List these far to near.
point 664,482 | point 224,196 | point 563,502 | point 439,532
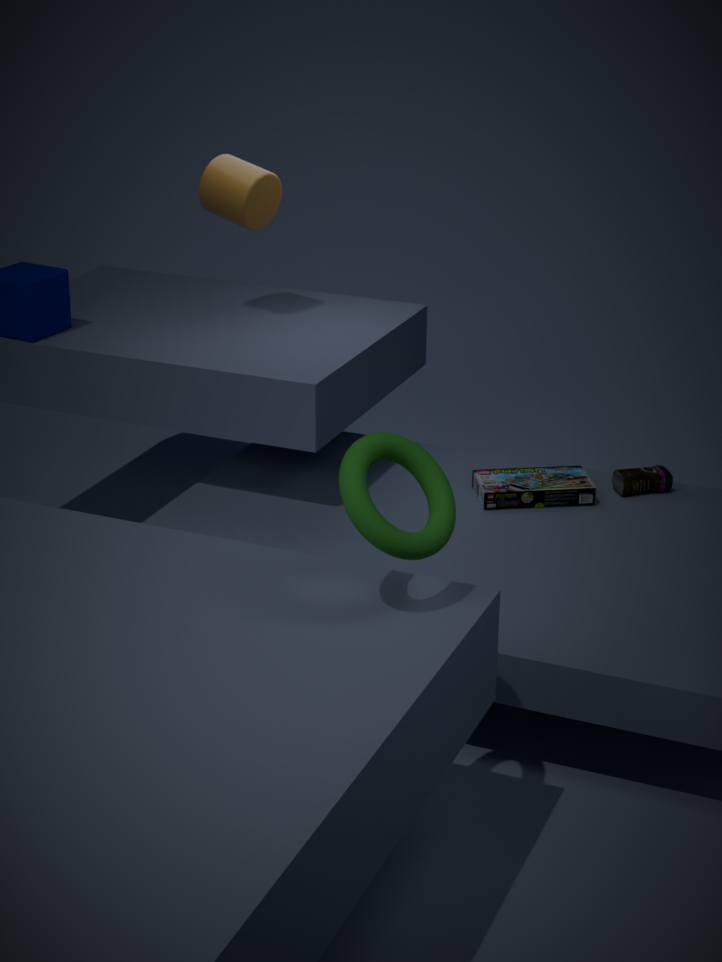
point 224,196
point 664,482
point 563,502
point 439,532
